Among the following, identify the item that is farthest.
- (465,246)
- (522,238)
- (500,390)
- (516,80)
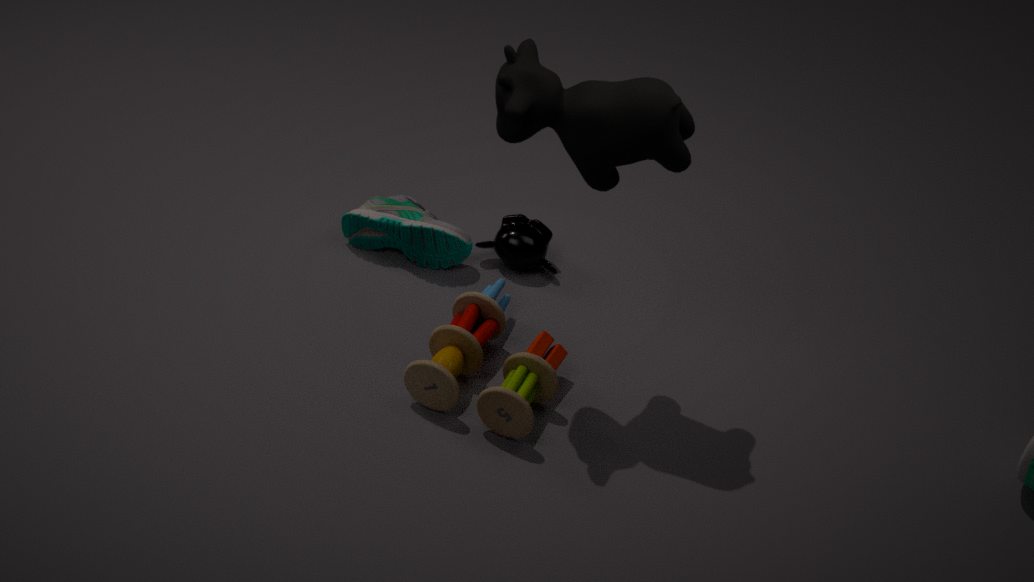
(522,238)
